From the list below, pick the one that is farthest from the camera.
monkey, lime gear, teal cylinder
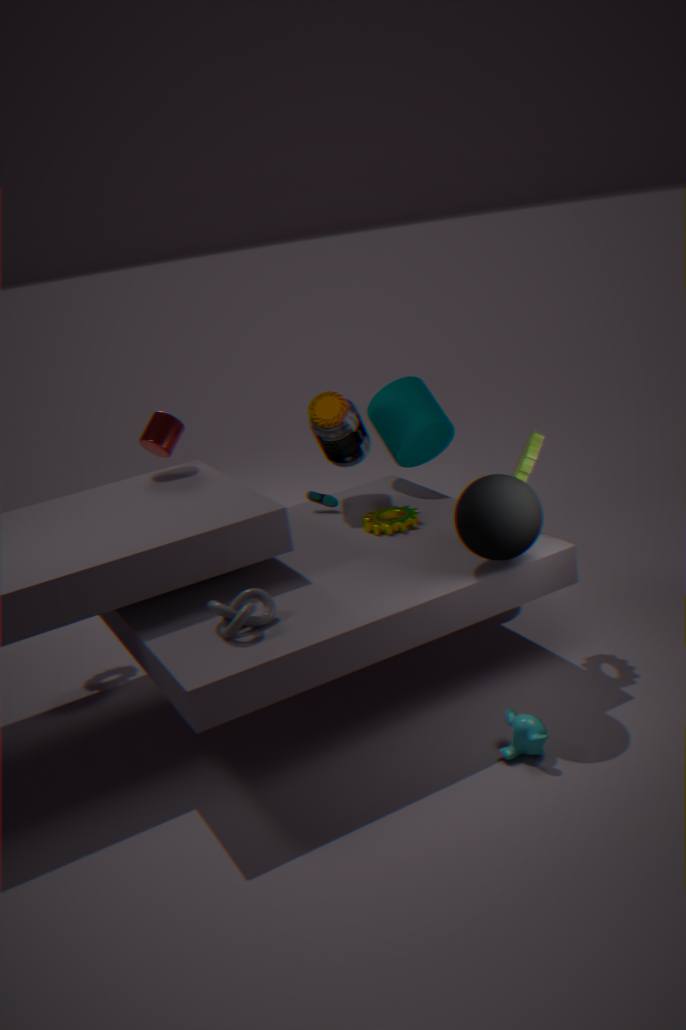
teal cylinder
